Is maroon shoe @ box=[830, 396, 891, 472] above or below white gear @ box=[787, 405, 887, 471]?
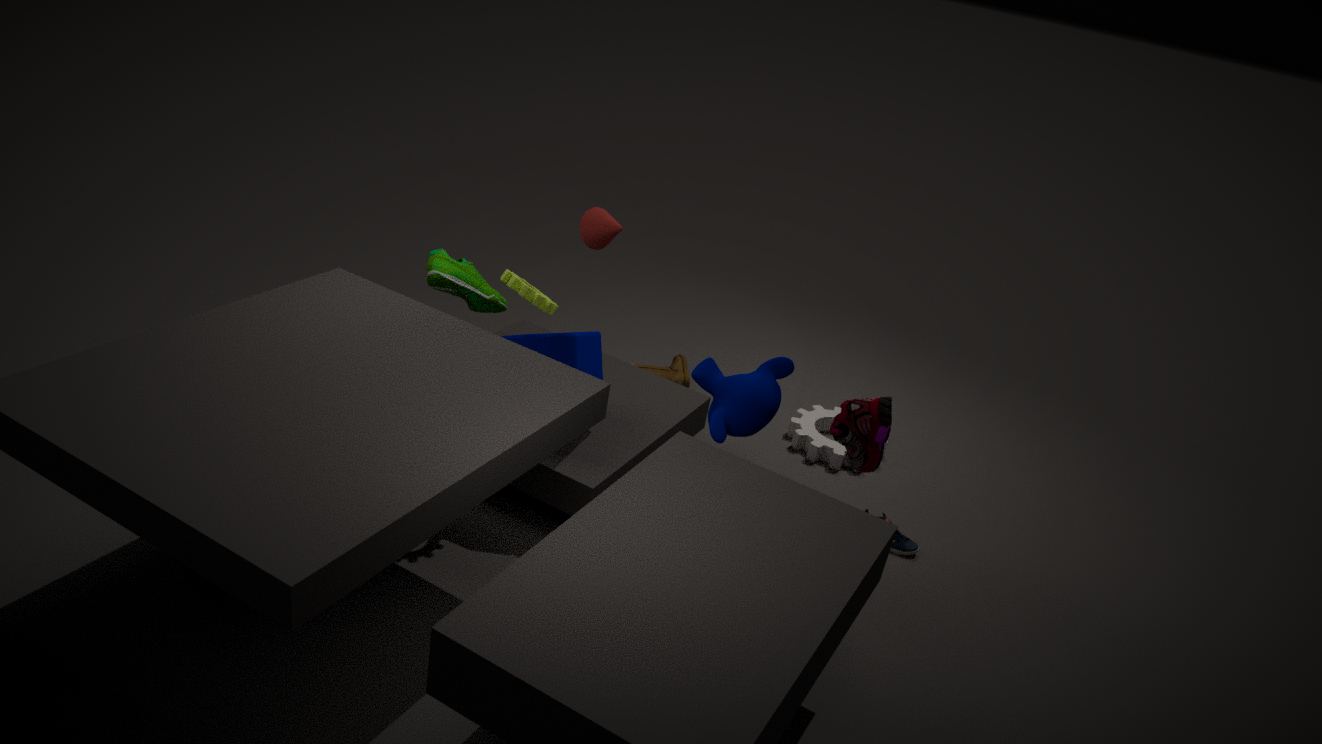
above
